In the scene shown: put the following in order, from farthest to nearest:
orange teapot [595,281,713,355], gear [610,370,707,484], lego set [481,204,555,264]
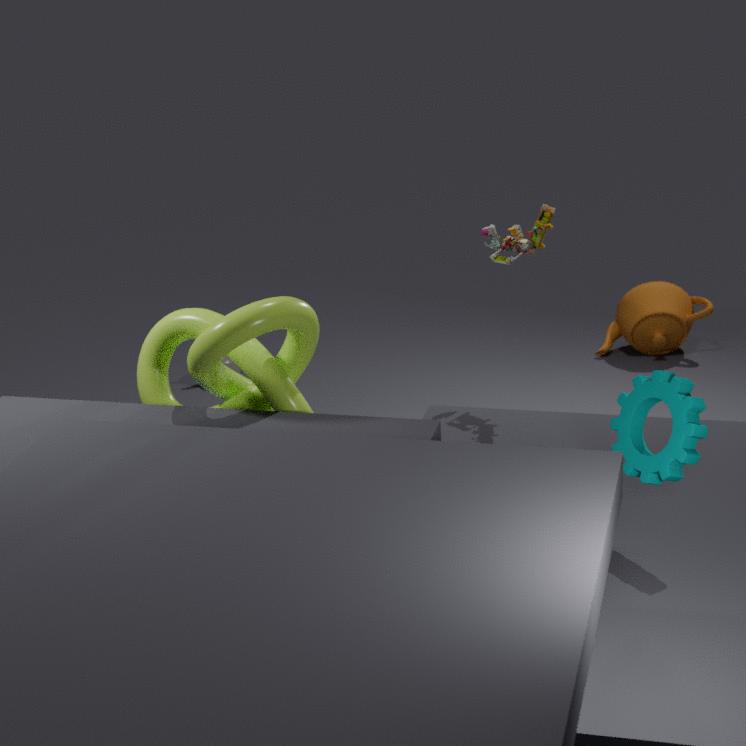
orange teapot [595,281,713,355]
lego set [481,204,555,264]
gear [610,370,707,484]
